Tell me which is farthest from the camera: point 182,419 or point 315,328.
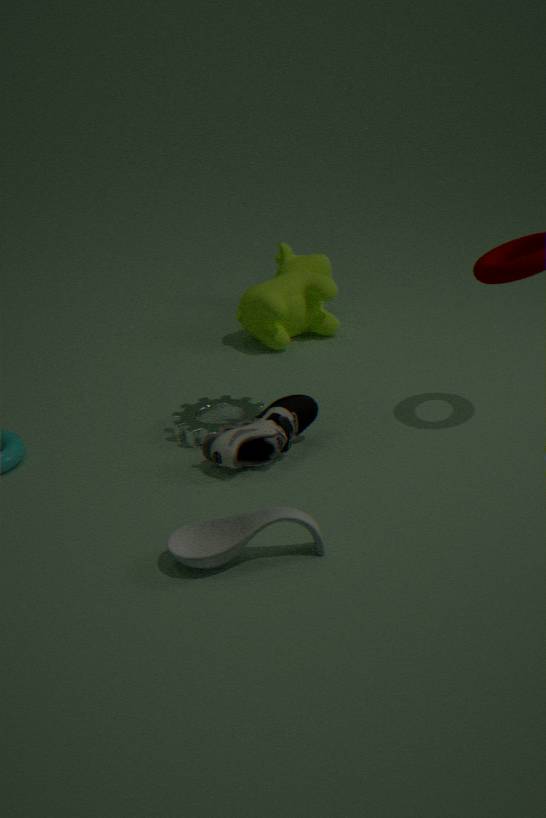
point 315,328
